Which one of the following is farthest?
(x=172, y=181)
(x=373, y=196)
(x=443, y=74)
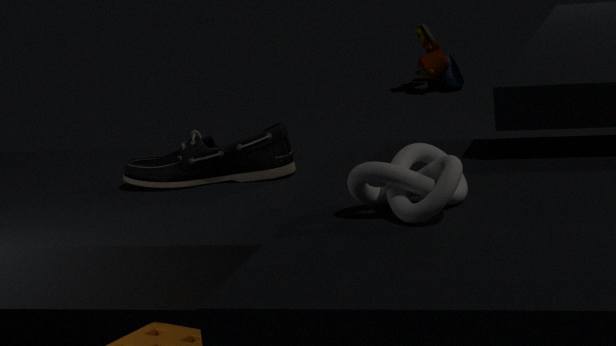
(x=443, y=74)
